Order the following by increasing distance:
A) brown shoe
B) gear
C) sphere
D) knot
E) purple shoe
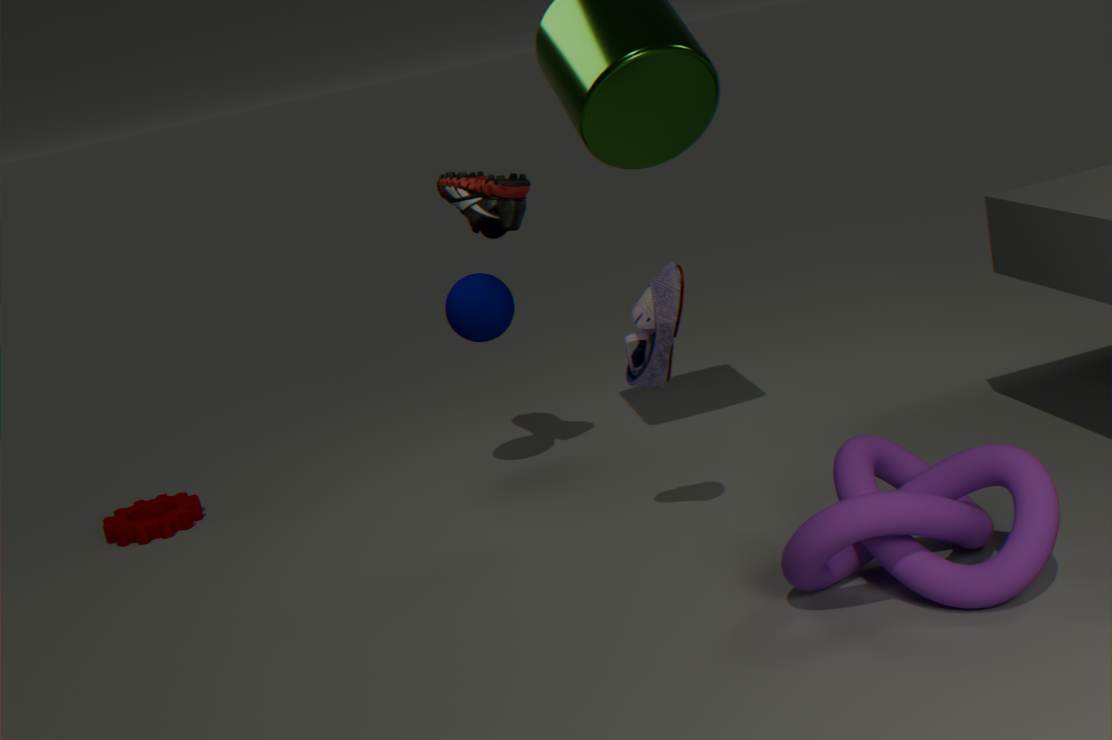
knot
purple shoe
brown shoe
sphere
gear
